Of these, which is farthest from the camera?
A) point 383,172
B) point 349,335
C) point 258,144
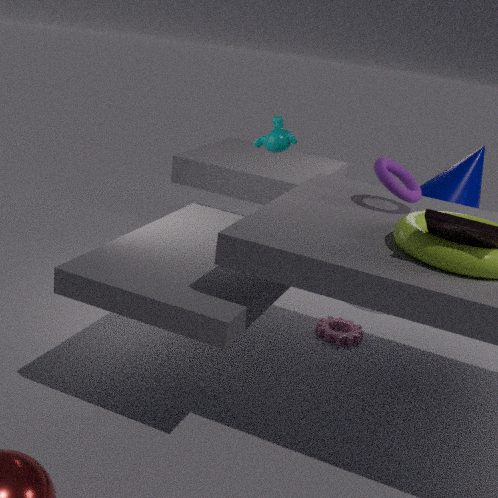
point 349,335
